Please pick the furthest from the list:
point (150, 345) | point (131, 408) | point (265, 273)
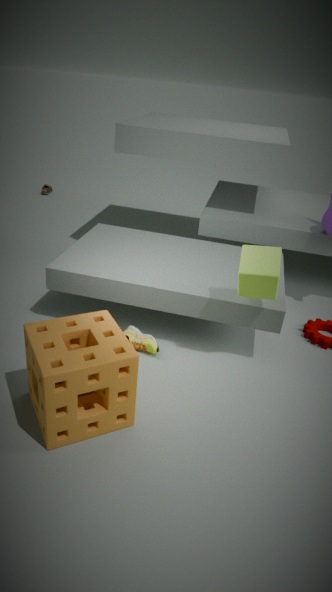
point (150, 345)
